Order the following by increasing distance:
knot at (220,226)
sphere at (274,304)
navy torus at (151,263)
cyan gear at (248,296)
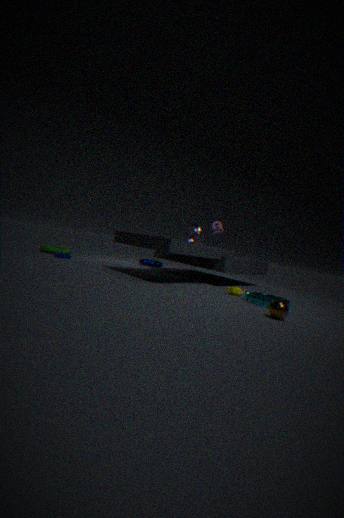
sphere at (274,304)
cyan gear at (248,296)
knot at (220,226)
navy torus at (151,263)
